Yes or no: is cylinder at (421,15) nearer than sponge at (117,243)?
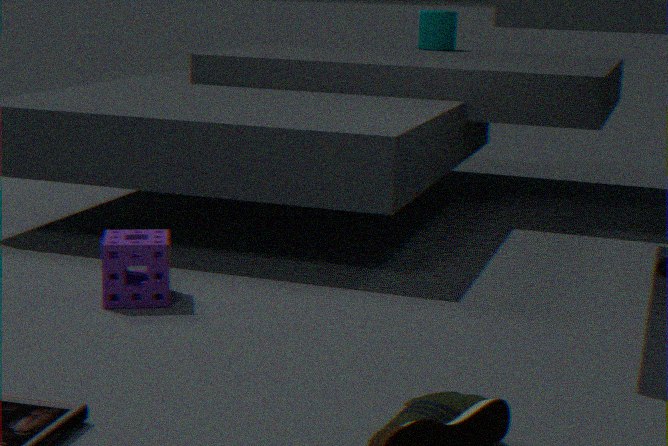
No
